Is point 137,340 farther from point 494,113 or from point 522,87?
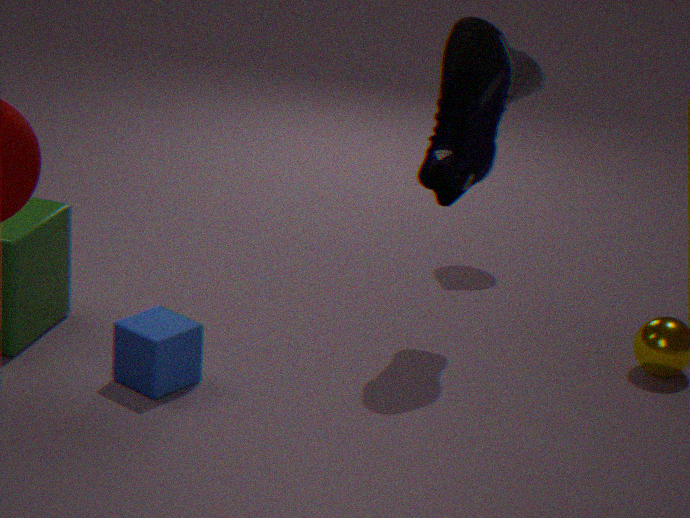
point 522,87
